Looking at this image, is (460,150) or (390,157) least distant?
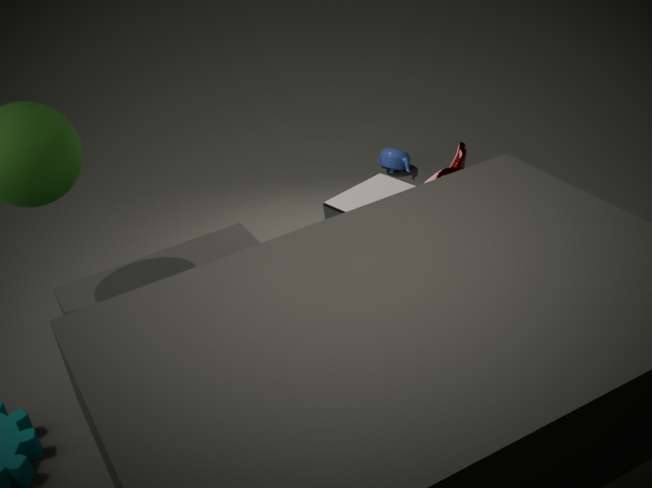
(460,150)
